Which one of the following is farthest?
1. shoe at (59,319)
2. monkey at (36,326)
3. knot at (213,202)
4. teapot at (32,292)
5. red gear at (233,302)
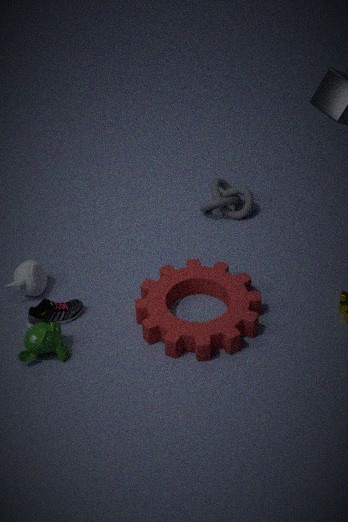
knot at (213,202)
